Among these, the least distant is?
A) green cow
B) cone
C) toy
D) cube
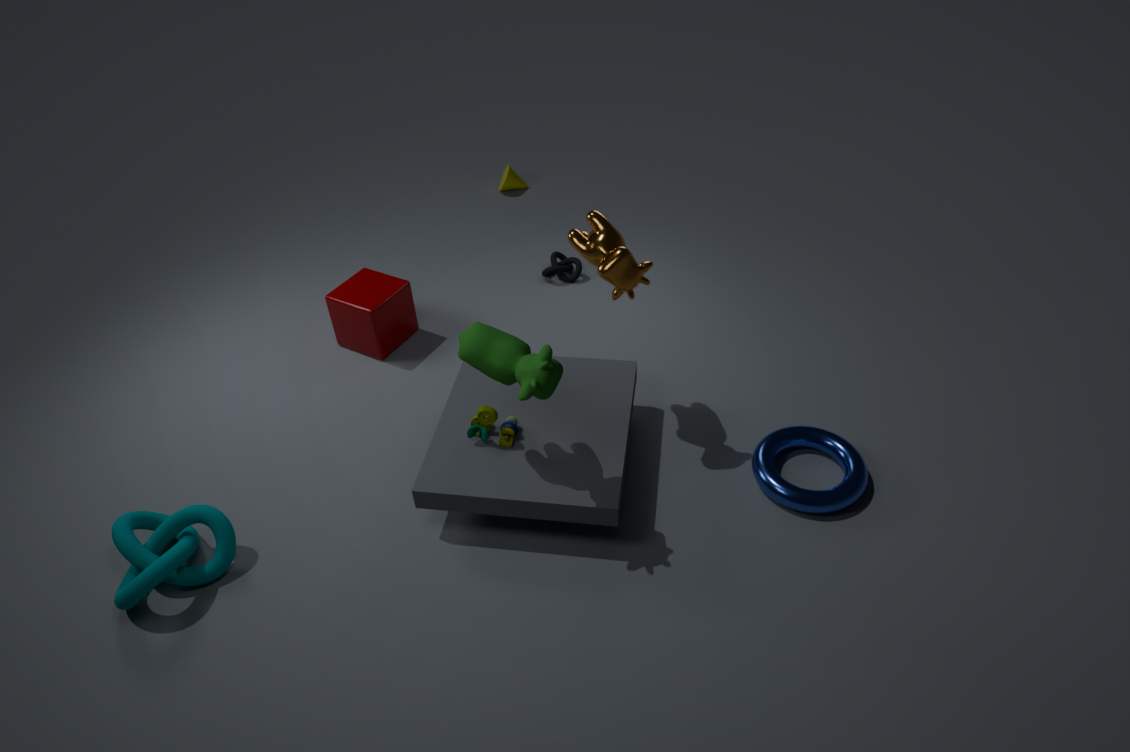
green cow
